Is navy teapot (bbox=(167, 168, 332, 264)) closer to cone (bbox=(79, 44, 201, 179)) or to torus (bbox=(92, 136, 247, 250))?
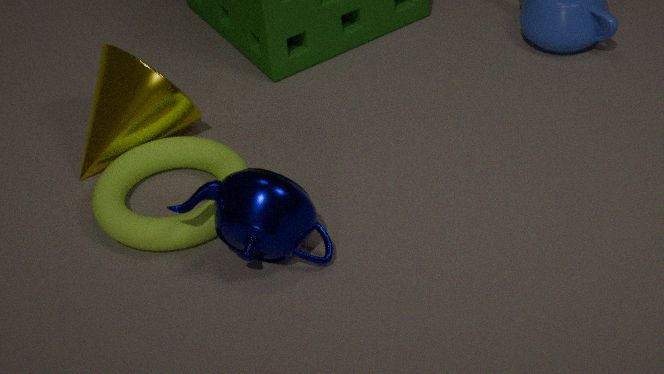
torus (bbox=(92, 136, 247, 250))
